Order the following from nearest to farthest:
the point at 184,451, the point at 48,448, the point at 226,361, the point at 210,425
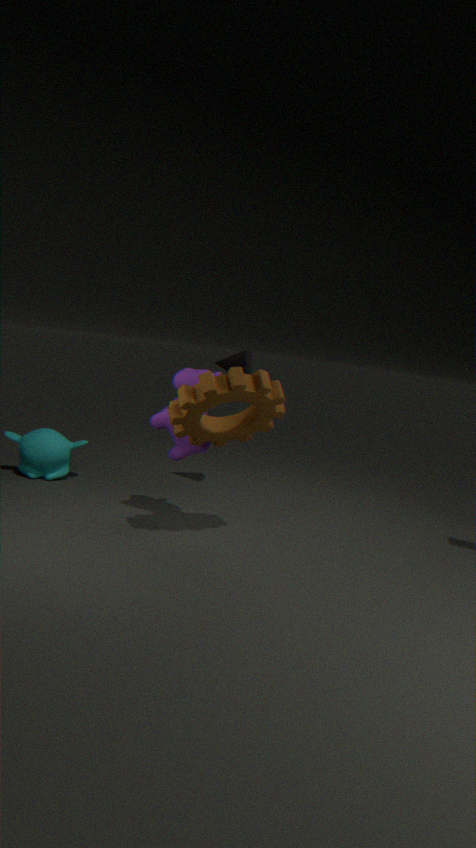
the point at 210,425 < the point at 184,451 < the point at 48,448 < the point at 226,361
